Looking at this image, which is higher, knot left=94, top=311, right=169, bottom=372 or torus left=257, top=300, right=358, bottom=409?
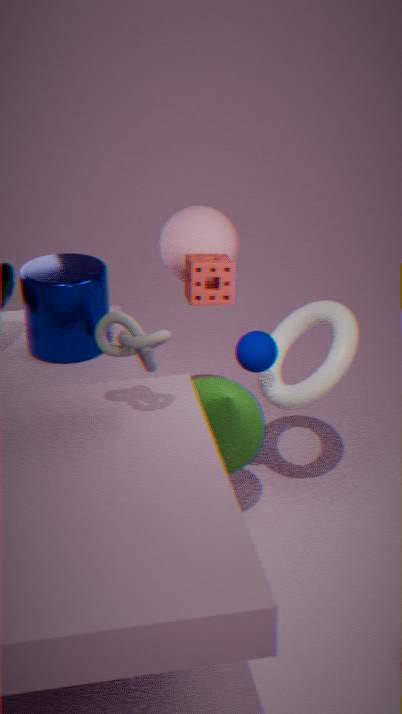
knot left=94, top=311, right=169, bottom=372
